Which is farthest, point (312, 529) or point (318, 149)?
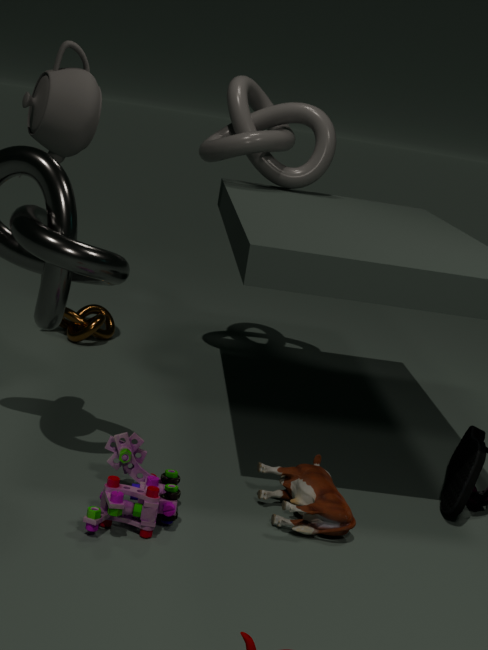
point (318, 149)
